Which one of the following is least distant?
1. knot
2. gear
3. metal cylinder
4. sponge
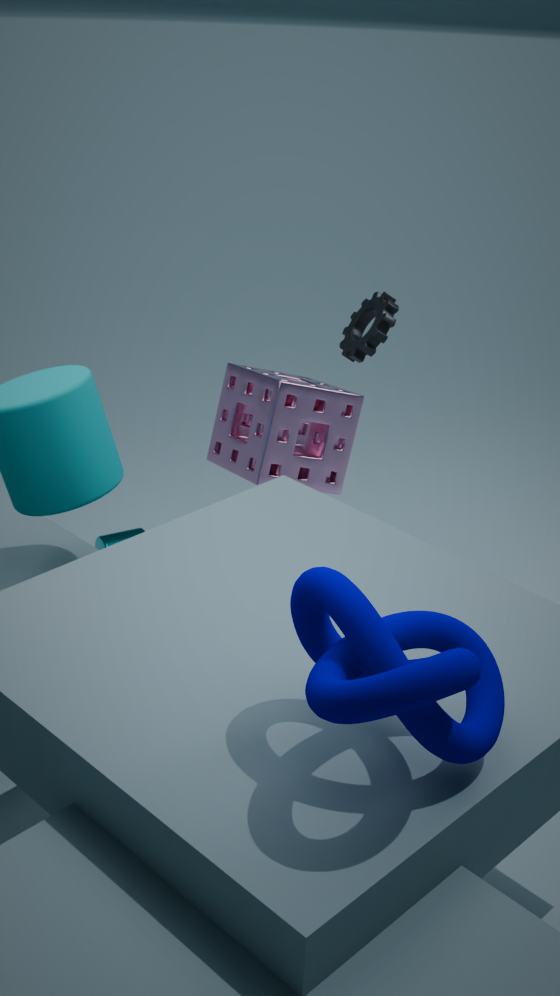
knot
